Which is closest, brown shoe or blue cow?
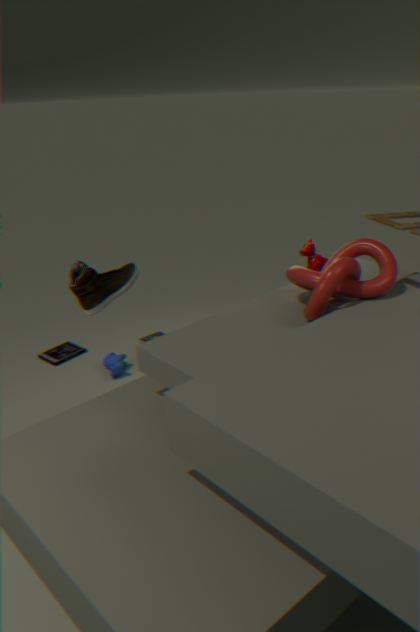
brown shoe
